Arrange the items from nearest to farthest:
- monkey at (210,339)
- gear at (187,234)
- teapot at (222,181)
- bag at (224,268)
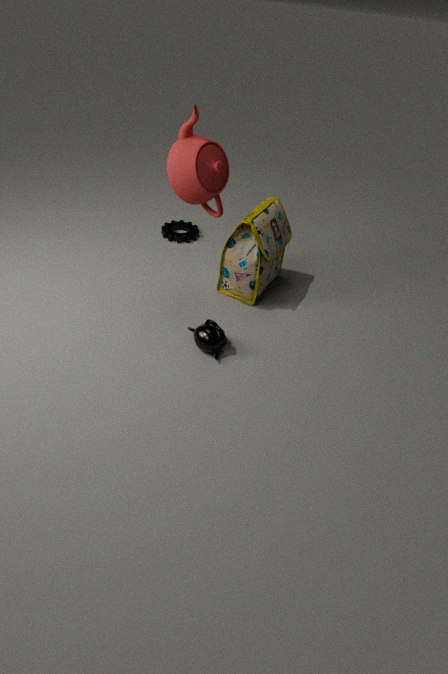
1. teapot at (222,181)
2. monkey at (210,339)
3. bag at (224,268)
4. gear at (187,234)
